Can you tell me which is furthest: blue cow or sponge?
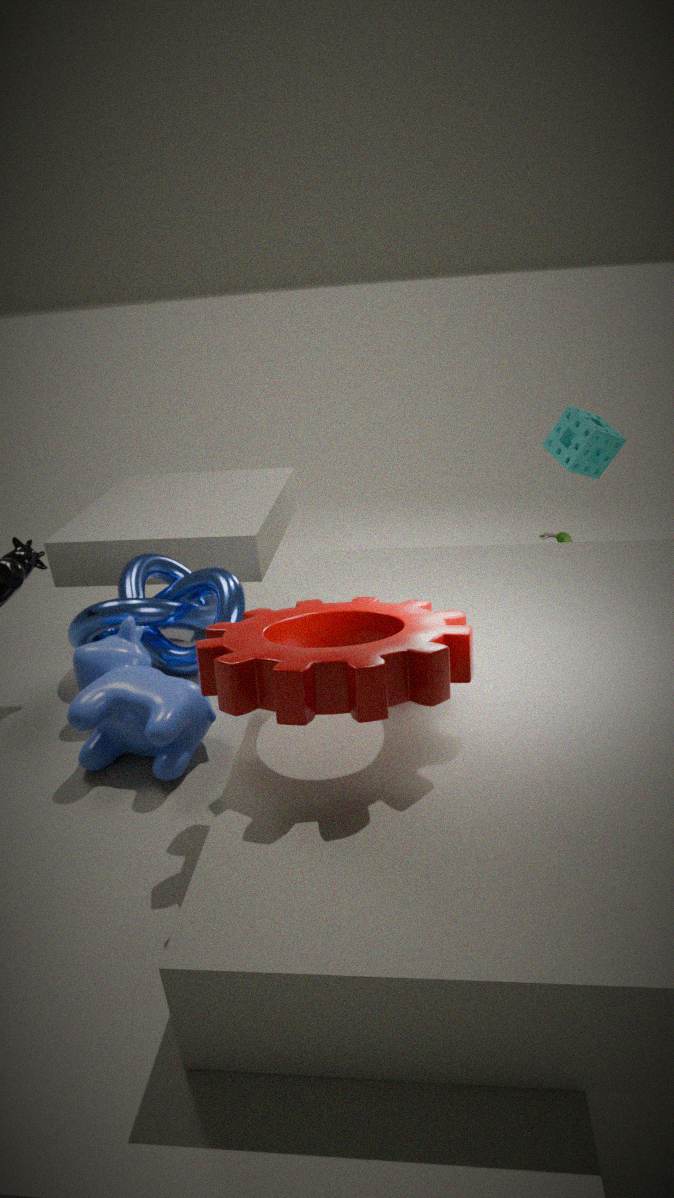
sponge
